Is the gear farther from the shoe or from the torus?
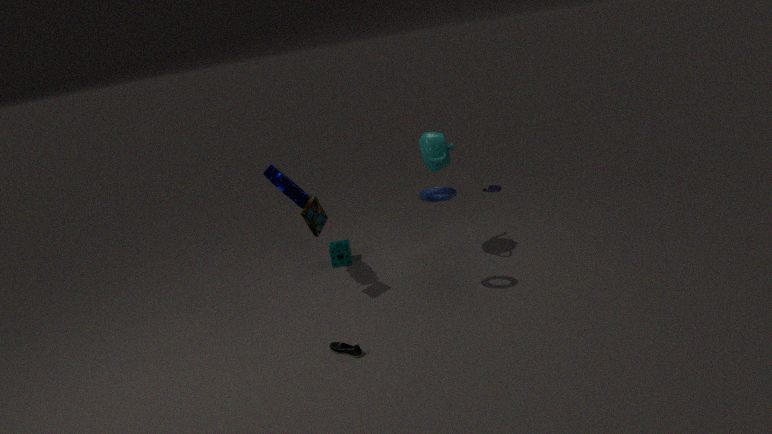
the shoe
